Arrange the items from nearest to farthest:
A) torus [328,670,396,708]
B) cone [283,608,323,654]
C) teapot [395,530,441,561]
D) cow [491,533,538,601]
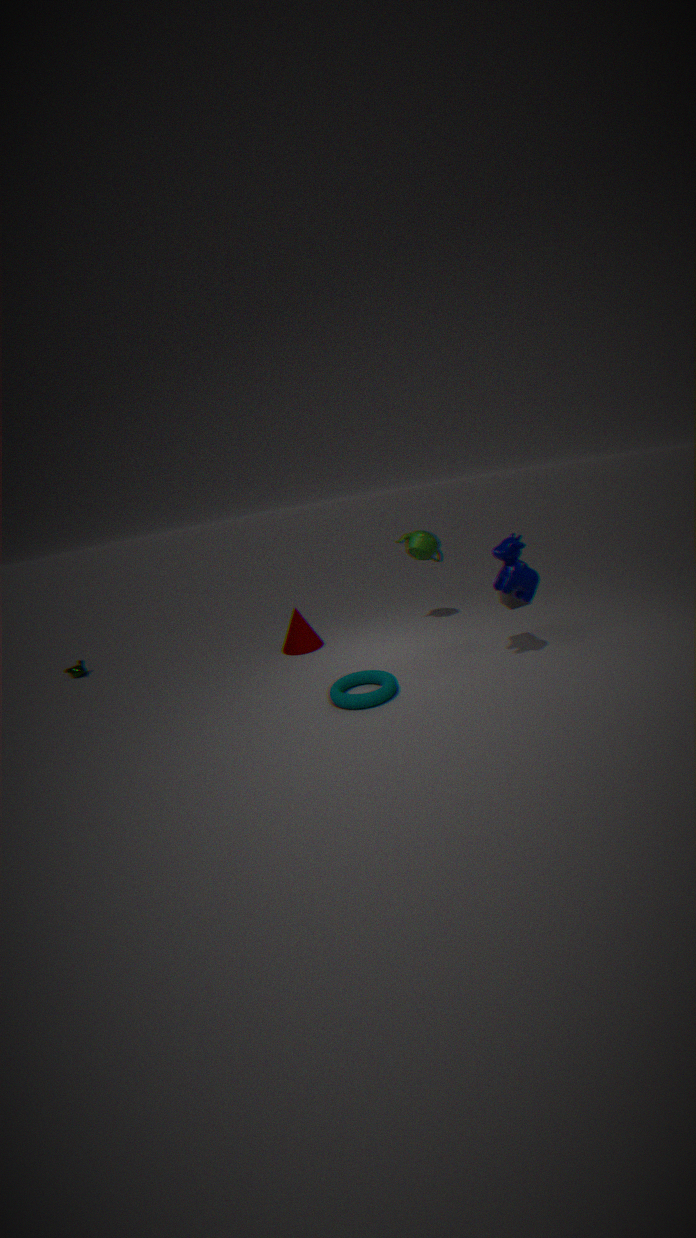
torus [328,670,396,708] < cow [491,533,538,601] < teapot [395,530,441,561] < cone [283,608,323,654]
